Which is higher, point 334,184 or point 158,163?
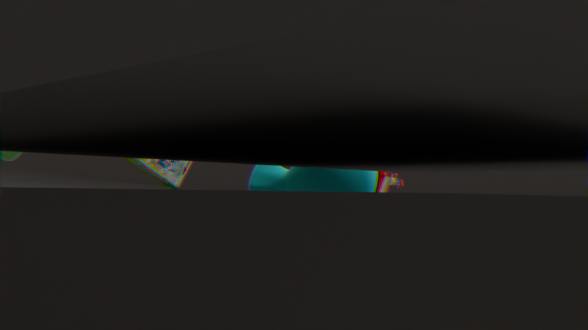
point 158,163
